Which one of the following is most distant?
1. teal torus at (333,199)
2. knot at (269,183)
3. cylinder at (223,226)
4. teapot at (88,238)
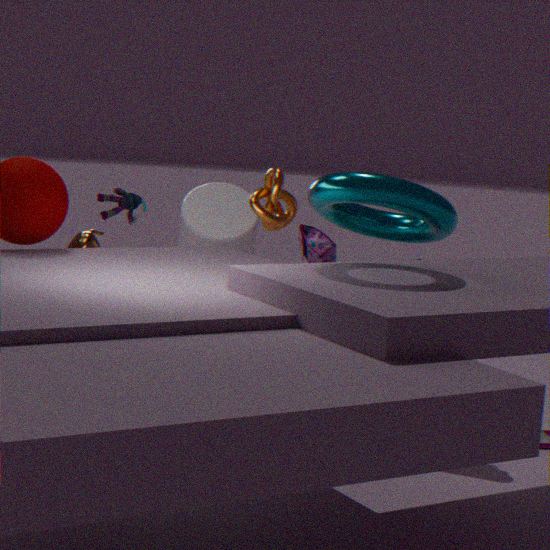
cylinder at (223,226)
